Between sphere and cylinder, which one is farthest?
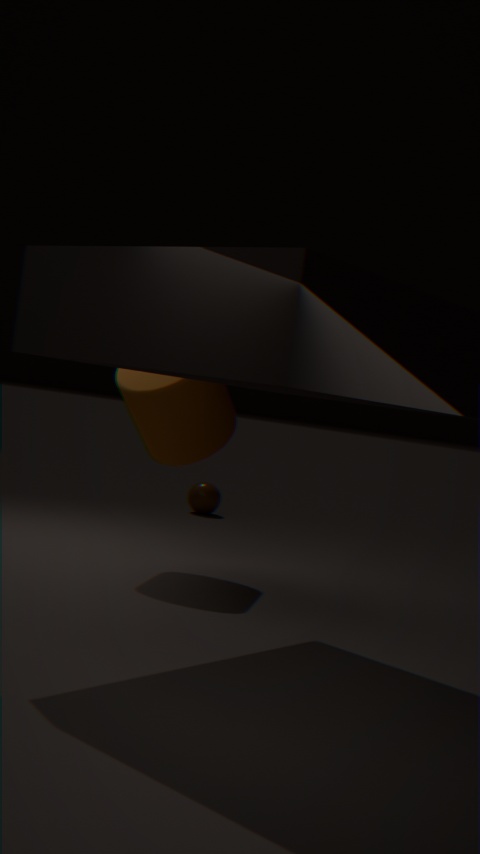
sphere
